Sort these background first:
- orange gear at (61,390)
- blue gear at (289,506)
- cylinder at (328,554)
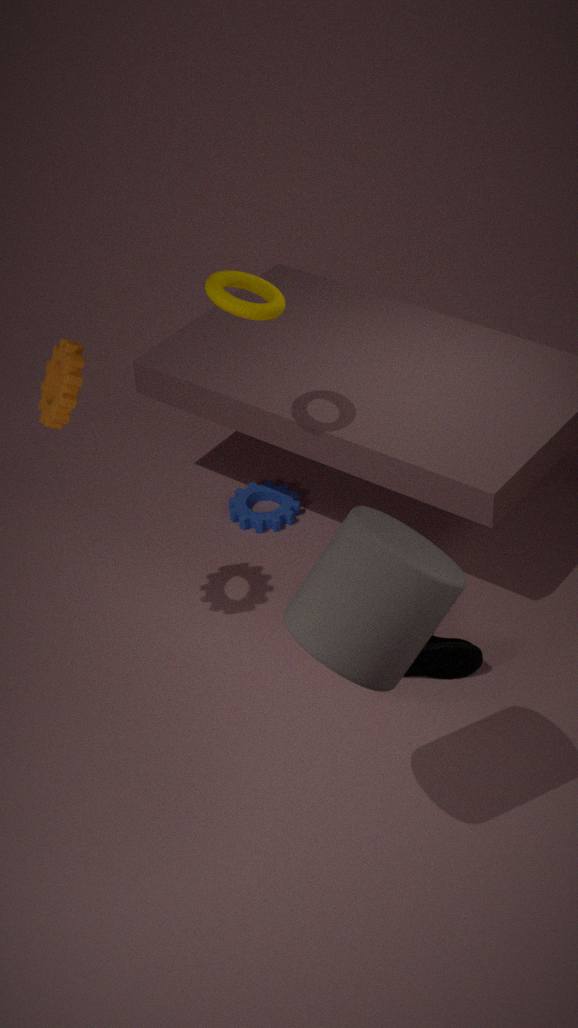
blue gear at (289,506), orange gear at (61,390), cylinder at (328,554)
